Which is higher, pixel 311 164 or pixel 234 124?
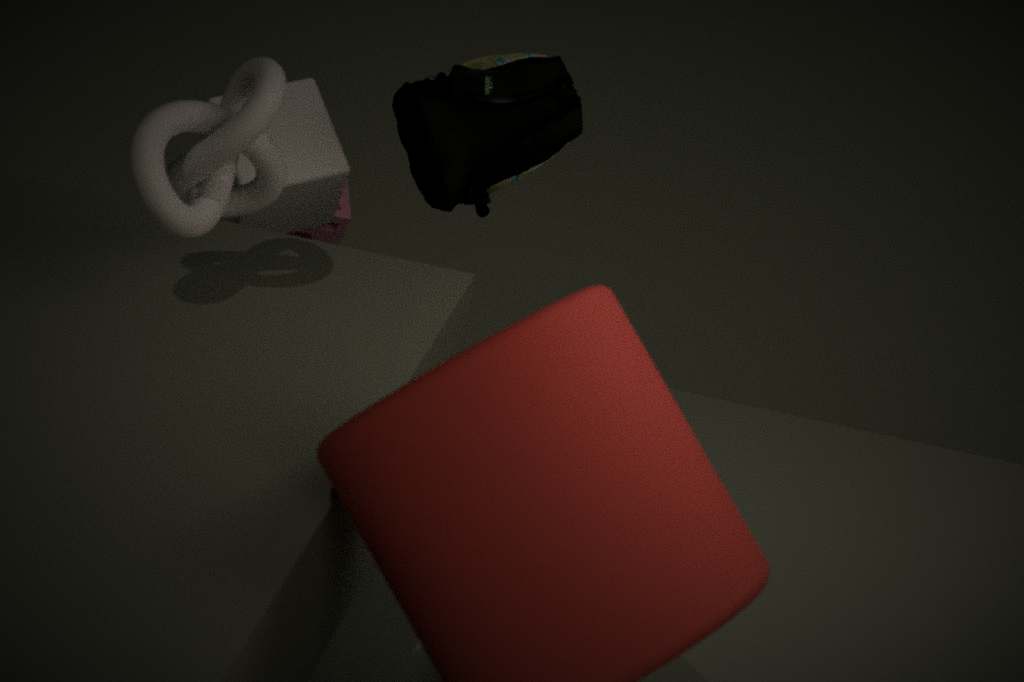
pixel 234 124
